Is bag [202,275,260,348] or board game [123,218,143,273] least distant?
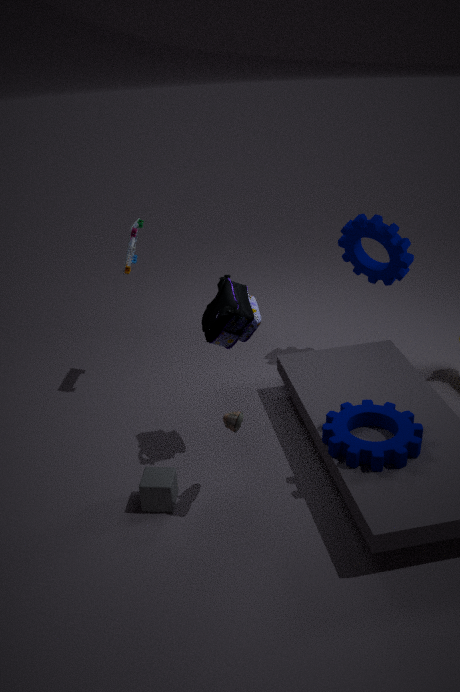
bag [202,275,260,348]
